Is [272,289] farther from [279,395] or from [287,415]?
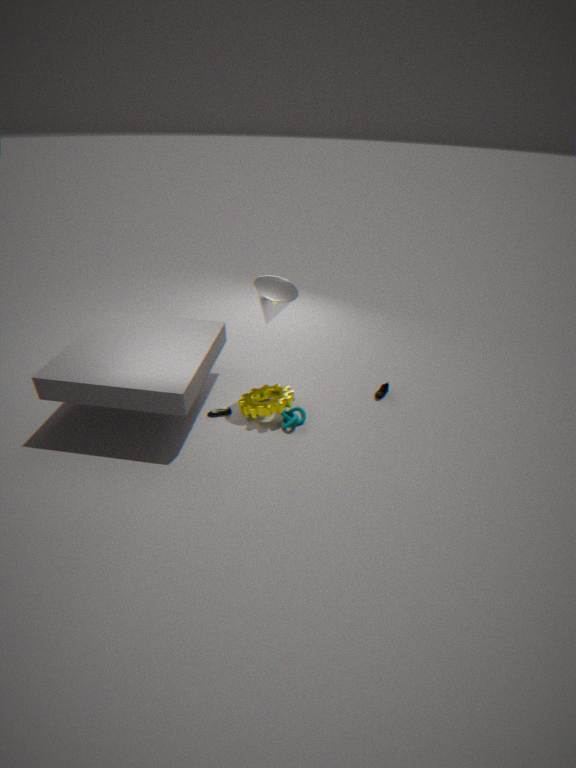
[287,415]
